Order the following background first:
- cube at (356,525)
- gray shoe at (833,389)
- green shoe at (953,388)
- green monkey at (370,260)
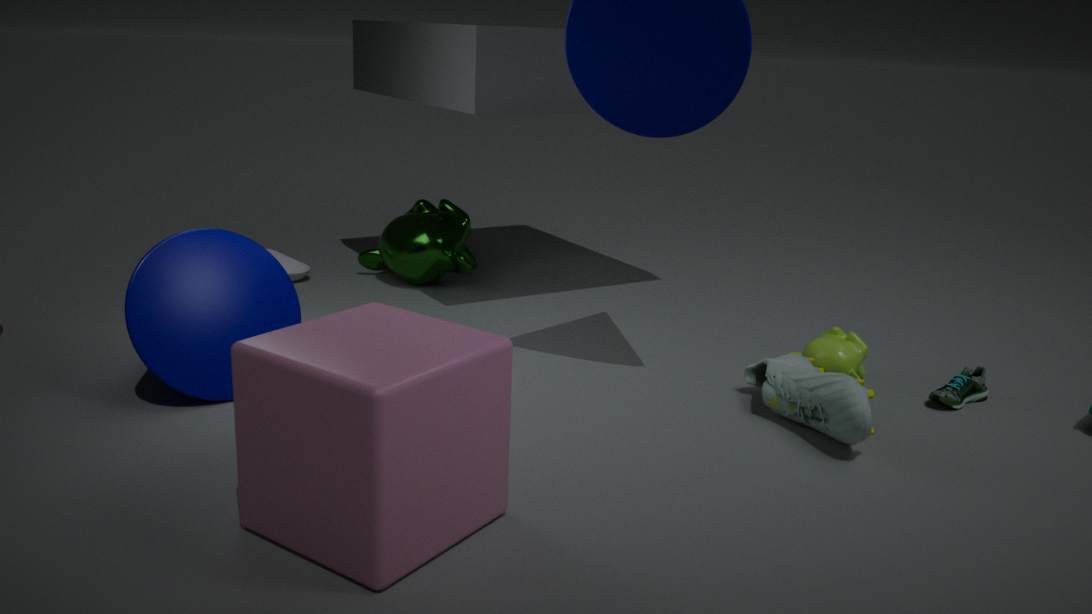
green monkey at (370,260) < green shoe at (953,388) < gray shoe at (833,389) < cube at (356,525)
